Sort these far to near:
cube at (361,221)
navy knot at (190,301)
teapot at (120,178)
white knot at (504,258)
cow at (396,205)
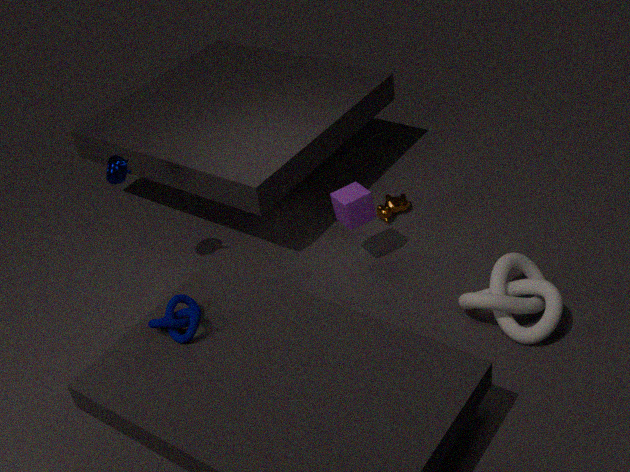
1. cow at (396,205)
2. cube at (361,221)
3. teapot at (120,178)
4. white knot at (504,258)
5. navy knot at (190,301)
